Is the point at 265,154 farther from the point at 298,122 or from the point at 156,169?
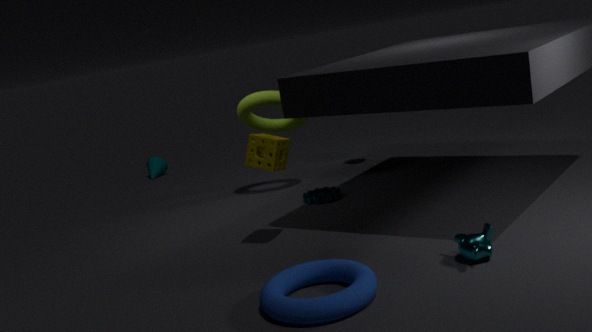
the point at 156,169
